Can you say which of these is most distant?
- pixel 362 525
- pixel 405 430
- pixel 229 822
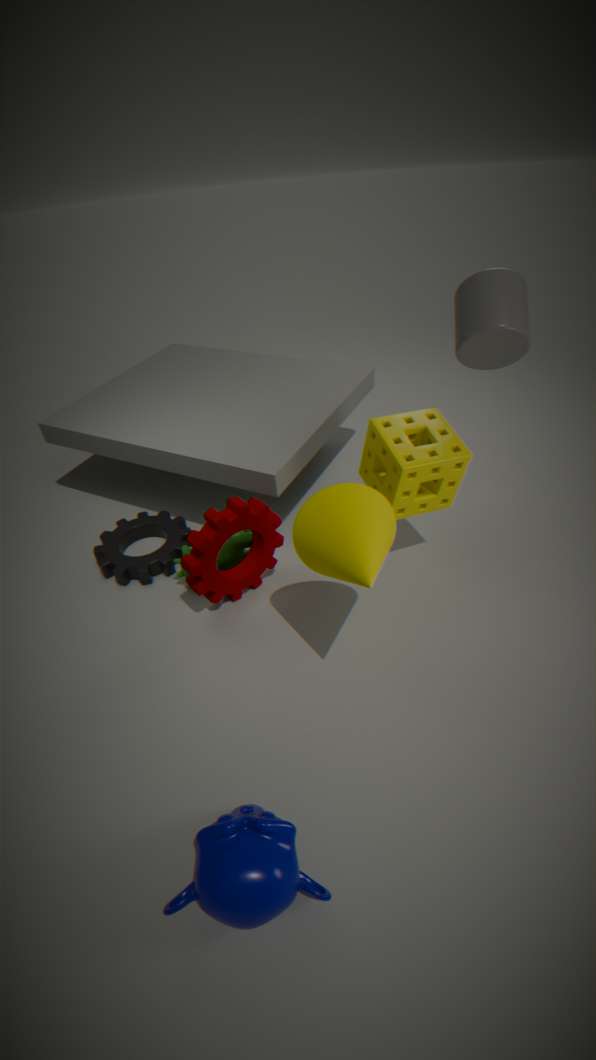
pixel 405 430
